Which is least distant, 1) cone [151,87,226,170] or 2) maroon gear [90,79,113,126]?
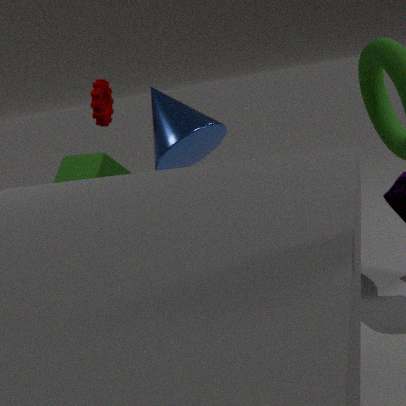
1. cone [151,87,226,170]
